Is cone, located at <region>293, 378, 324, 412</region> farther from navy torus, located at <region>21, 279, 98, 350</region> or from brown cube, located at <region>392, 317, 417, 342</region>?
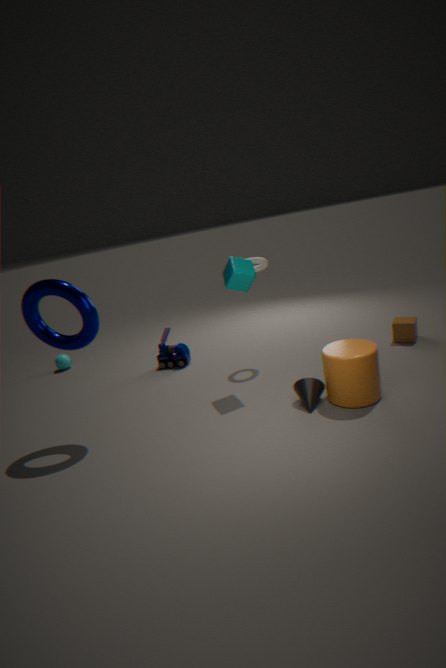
Answer: navy torus, located at <region>21, 279, 98, 350</region>
